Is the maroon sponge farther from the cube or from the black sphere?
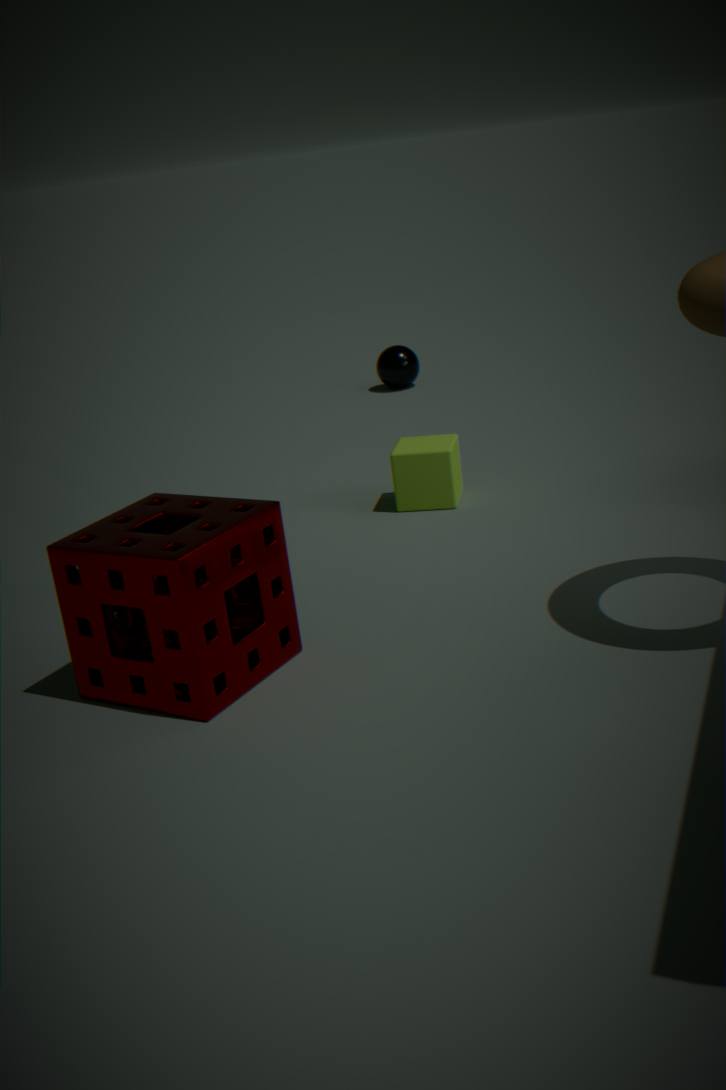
the black sphere
